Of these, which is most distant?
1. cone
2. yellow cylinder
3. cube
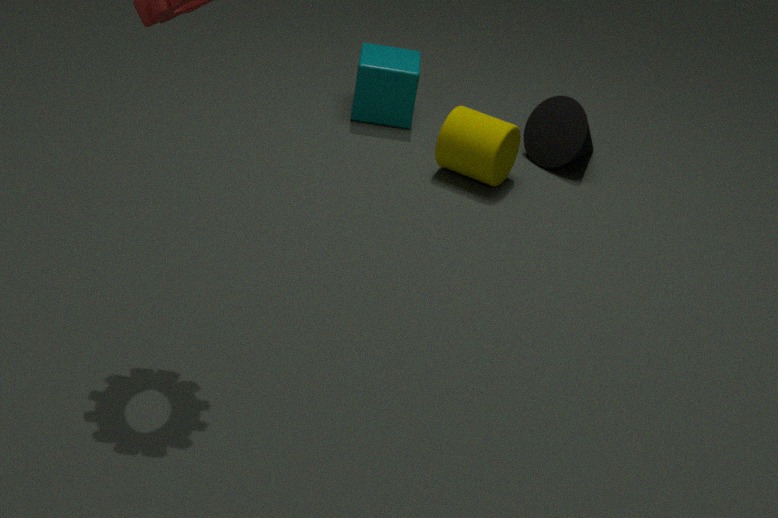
cube
